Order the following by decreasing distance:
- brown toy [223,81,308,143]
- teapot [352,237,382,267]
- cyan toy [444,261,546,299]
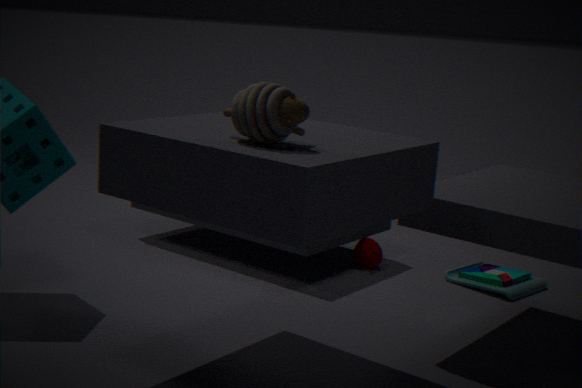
teapot [352,237,382,267] < cyan toy [444,261,546,299] < brown toy [223,81,308,143]
